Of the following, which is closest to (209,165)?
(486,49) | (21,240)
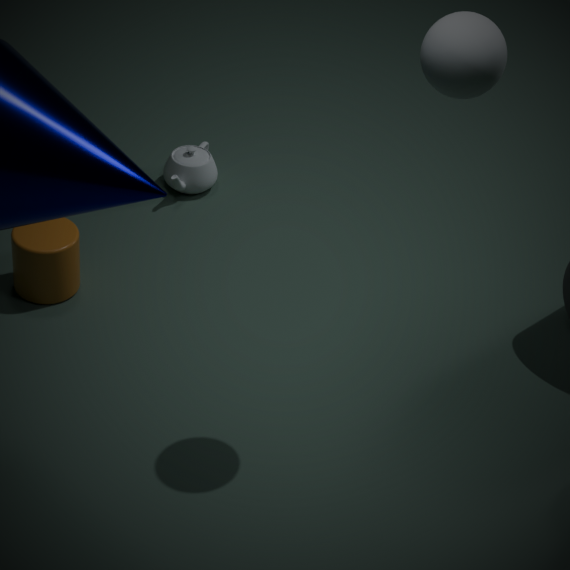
(21,240)
